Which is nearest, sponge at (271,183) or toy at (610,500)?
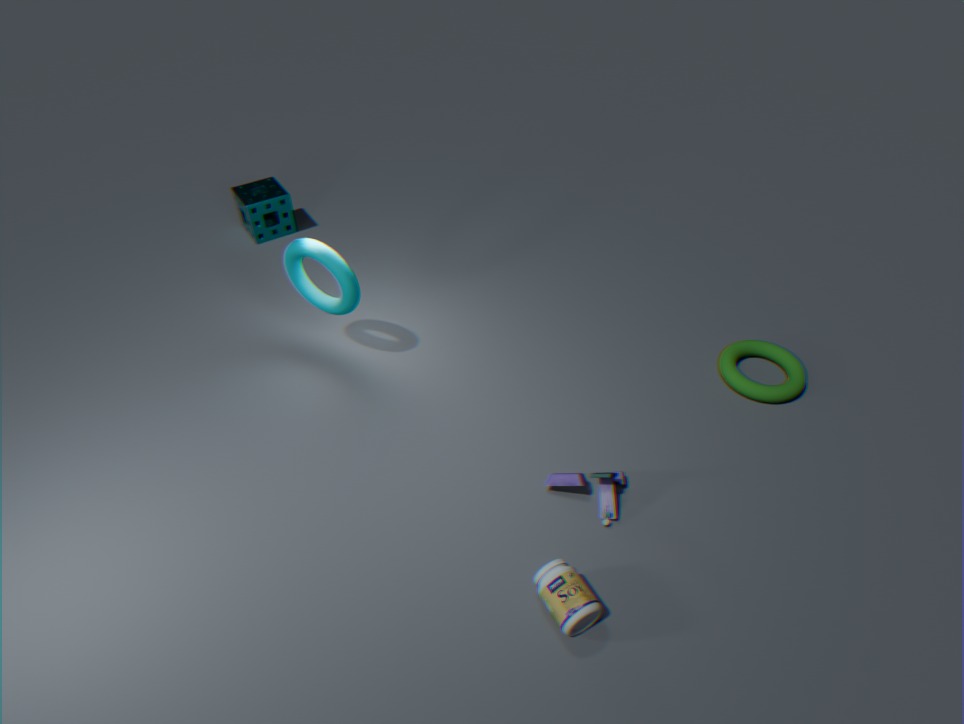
toy at (610,500)
